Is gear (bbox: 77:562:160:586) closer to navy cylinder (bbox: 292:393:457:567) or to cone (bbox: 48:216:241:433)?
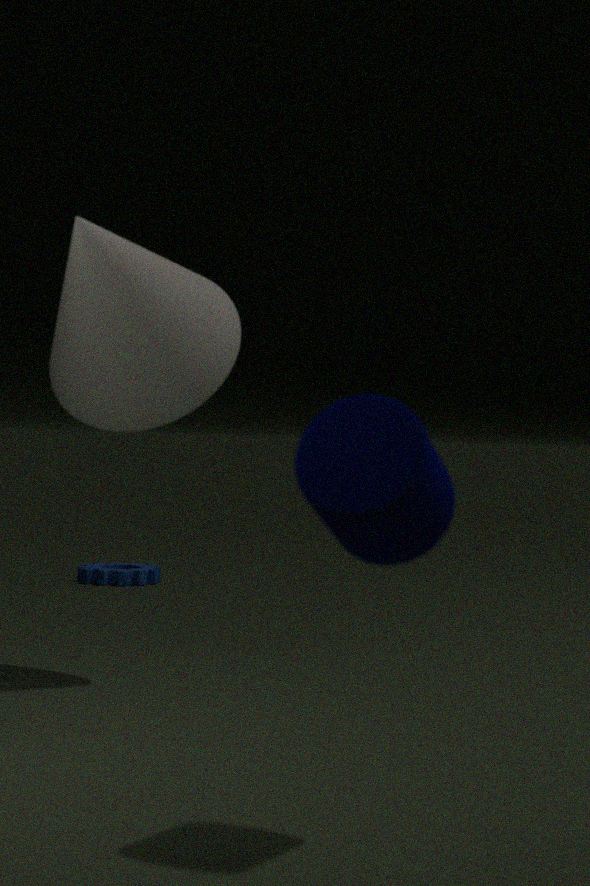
cone (bbox: 48:216:241:433)
